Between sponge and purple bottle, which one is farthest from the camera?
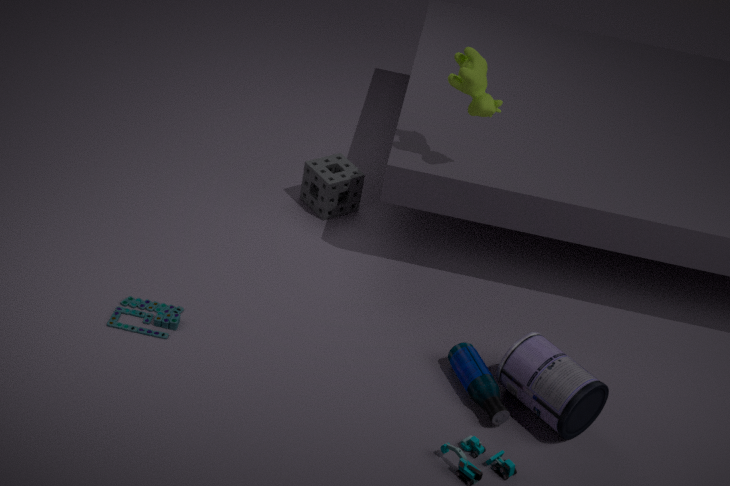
sponge
